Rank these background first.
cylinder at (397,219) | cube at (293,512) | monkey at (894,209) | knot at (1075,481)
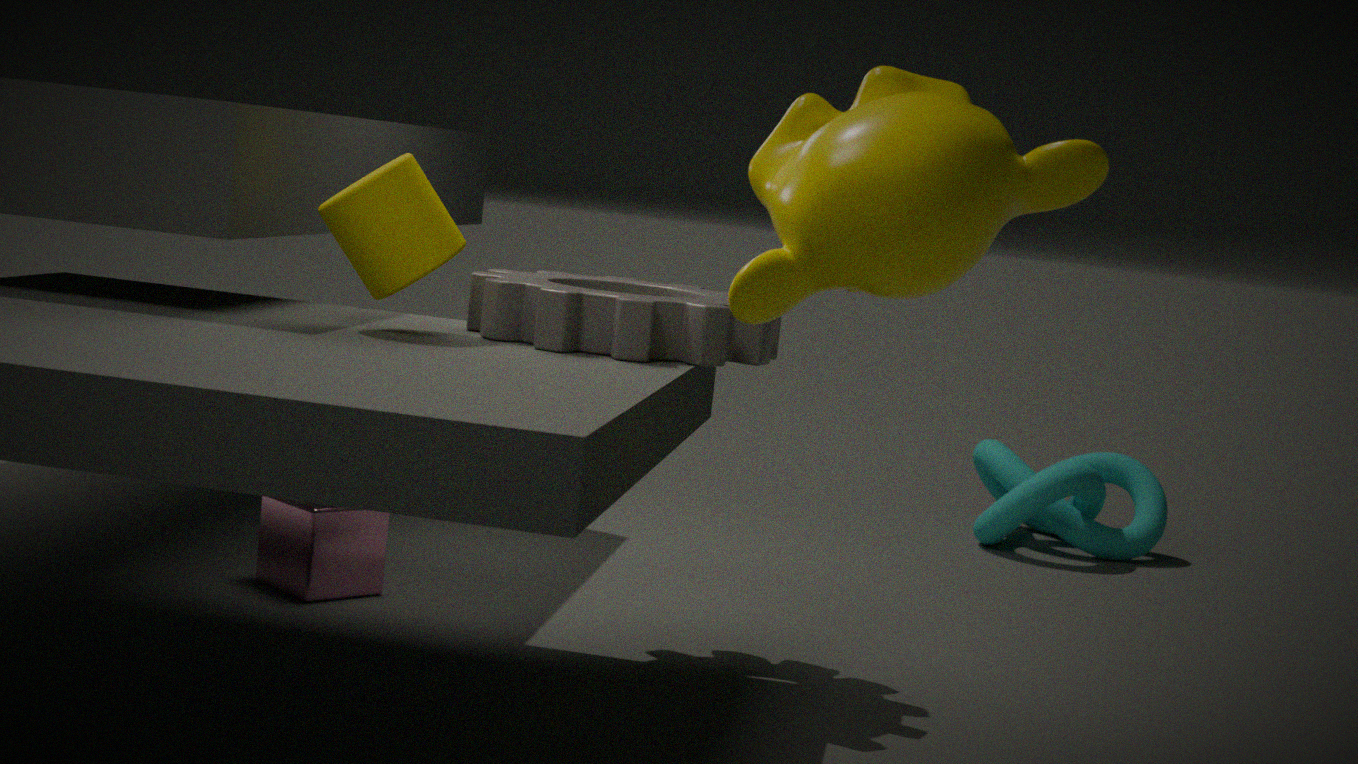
knot at (1075,481), cube at (293,512), cylinder at (397,219), monkey at (894,209)
